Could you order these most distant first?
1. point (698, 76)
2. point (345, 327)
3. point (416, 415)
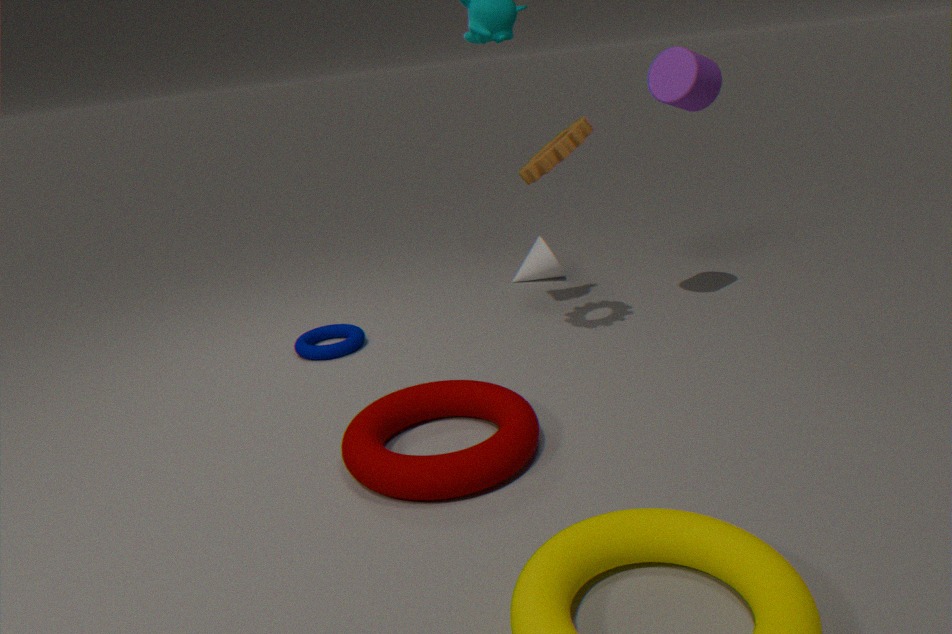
1. point (345, 327)
2. point (698, 76)
3. point (416, 415)
